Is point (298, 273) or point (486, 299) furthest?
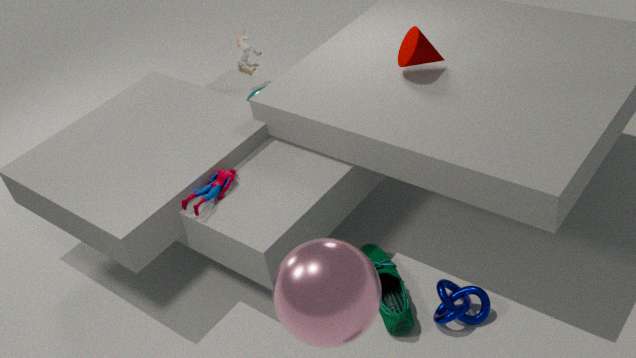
point (486, 299)
